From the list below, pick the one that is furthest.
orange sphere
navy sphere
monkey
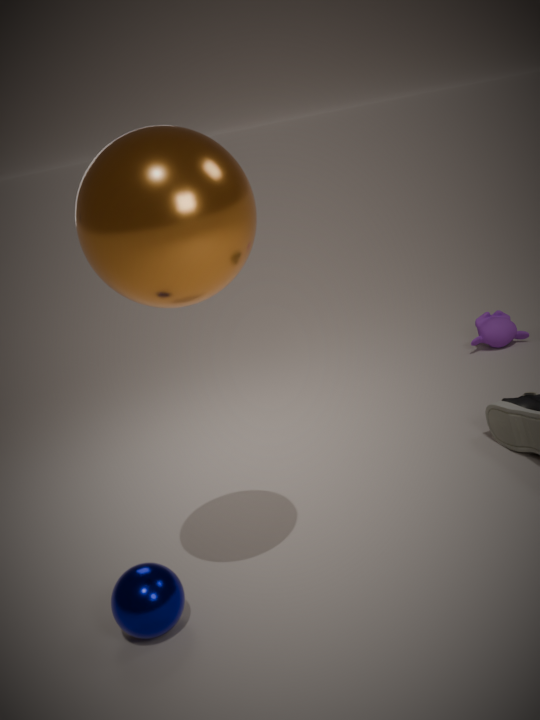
monkey
